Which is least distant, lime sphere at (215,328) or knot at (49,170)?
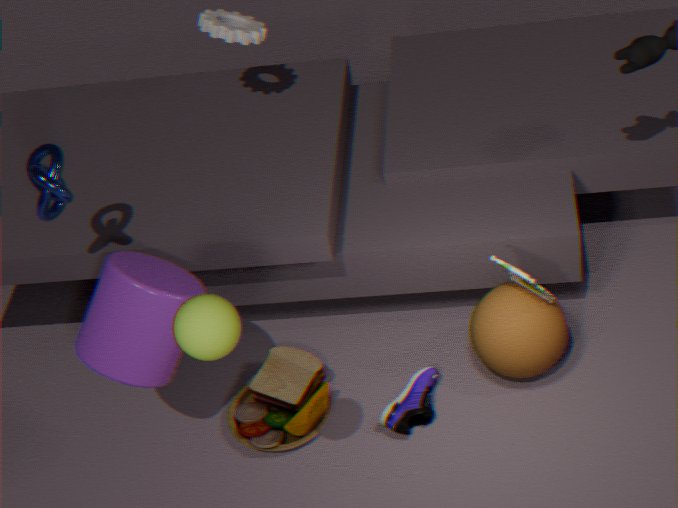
lime sphere at (215,328)
